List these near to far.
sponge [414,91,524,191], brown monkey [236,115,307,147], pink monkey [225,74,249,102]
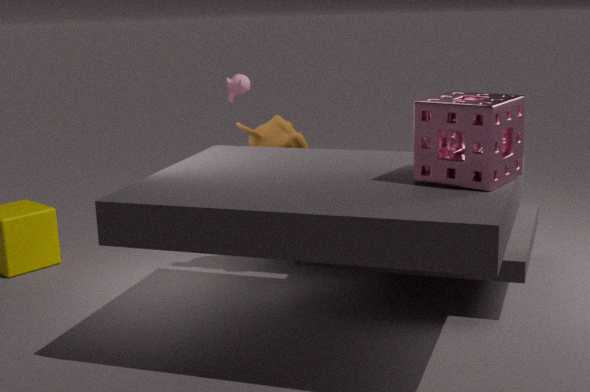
1. sponge [414,91,524,191]
2. brown monkey [236,115,307,147]
3. pink monkey [225,74,249,102]
